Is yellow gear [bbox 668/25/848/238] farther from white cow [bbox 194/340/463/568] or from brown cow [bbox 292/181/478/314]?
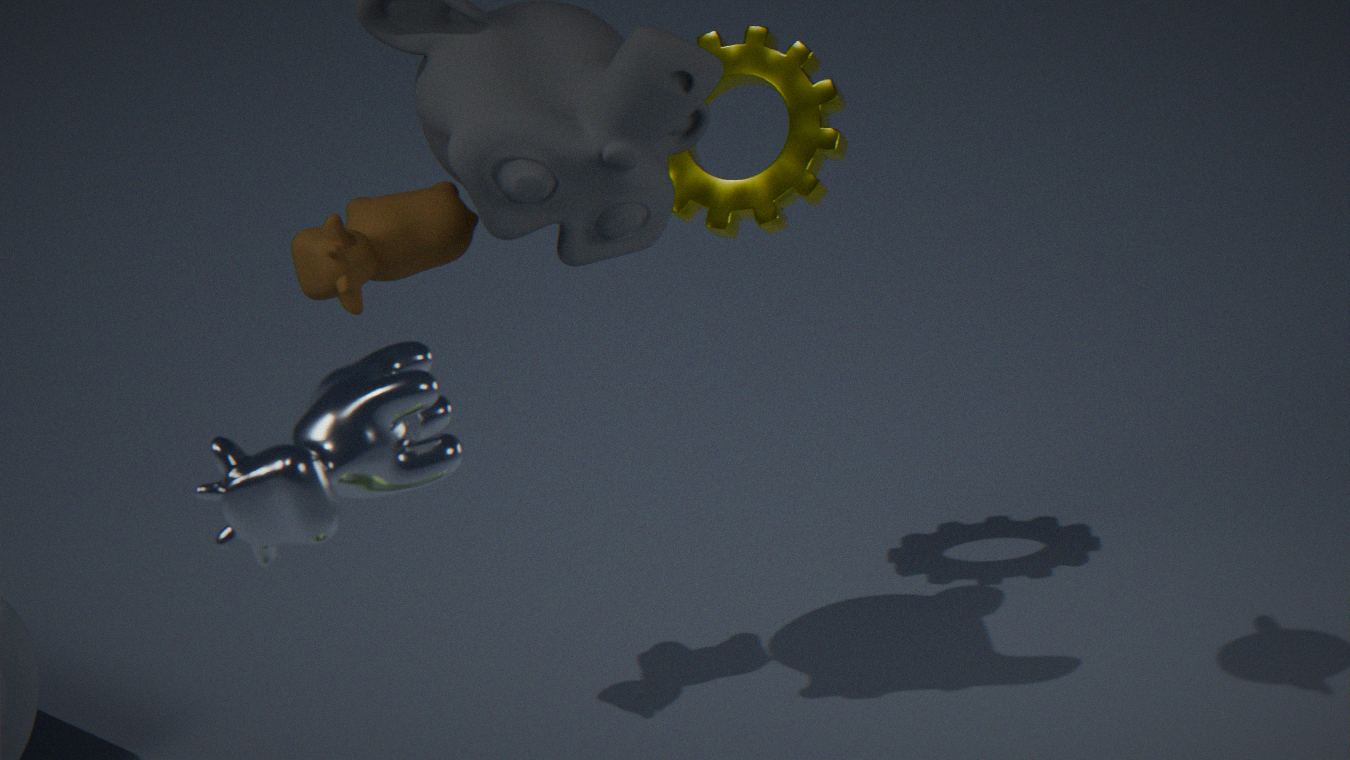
white cow [bbox 194/340/463/568]
